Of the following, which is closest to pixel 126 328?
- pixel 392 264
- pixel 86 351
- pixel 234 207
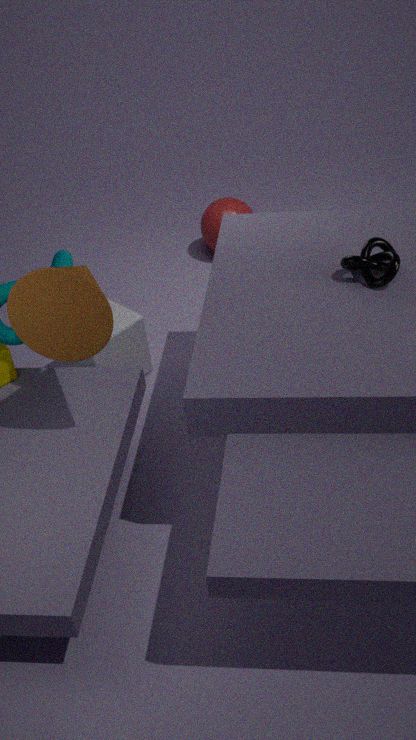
pixel 86 351
